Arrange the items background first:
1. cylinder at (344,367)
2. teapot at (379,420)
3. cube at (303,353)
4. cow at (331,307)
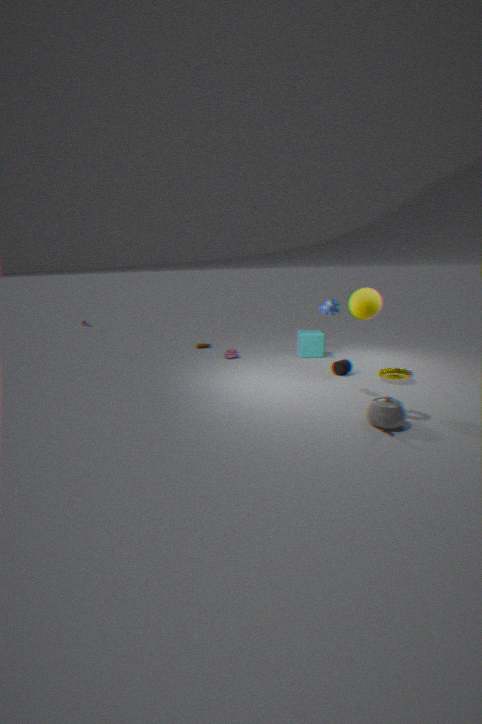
cube at (303,353)
cylinder at (344,367)
cow at (331,307)
teapot at (379,420)
